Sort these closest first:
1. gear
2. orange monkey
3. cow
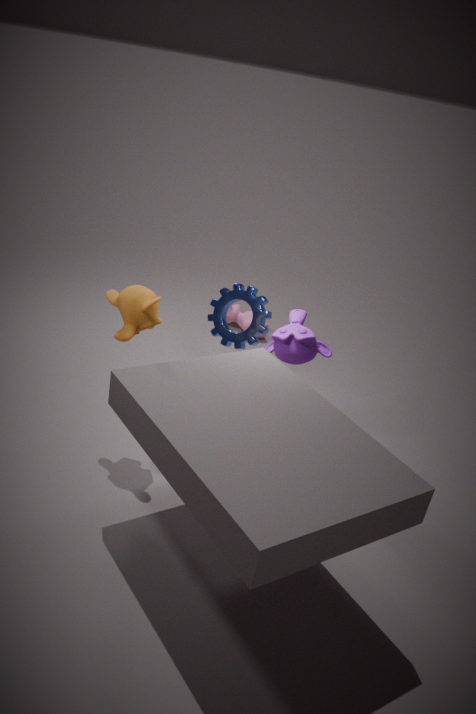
orange monkey
gear
cow
